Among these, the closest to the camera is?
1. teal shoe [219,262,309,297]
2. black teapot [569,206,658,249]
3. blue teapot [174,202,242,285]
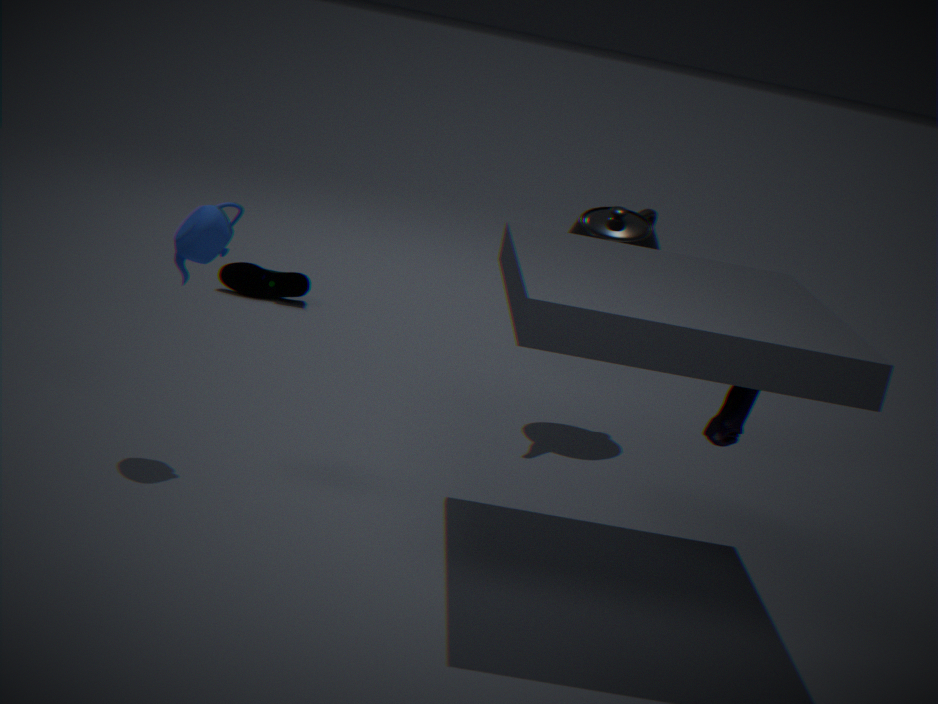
blue teapot [174,202,242,285]
